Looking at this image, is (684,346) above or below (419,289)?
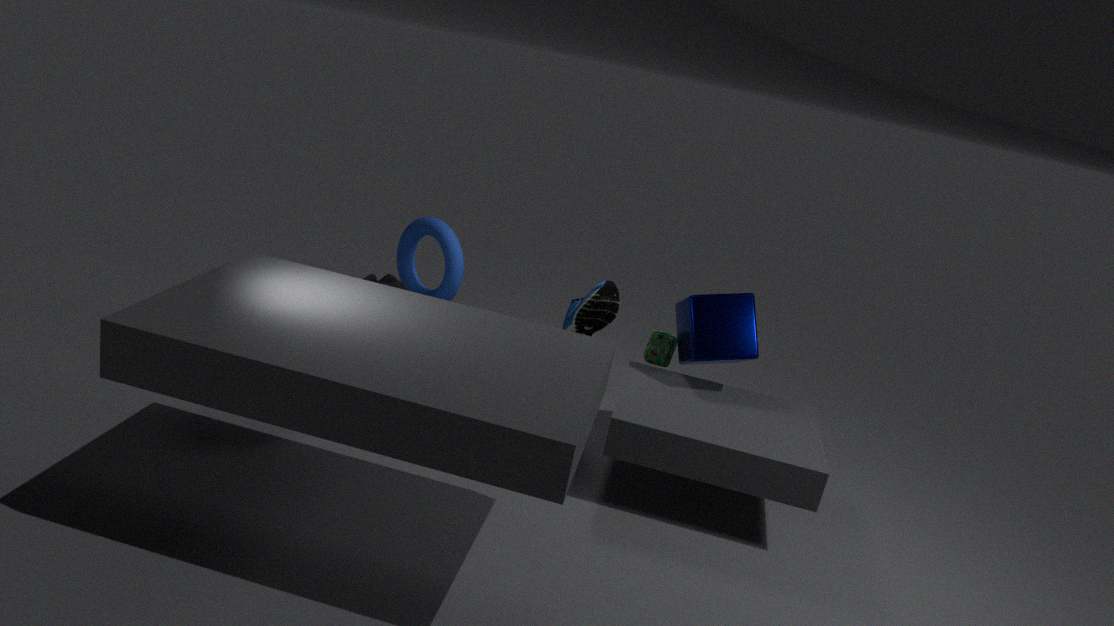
above
